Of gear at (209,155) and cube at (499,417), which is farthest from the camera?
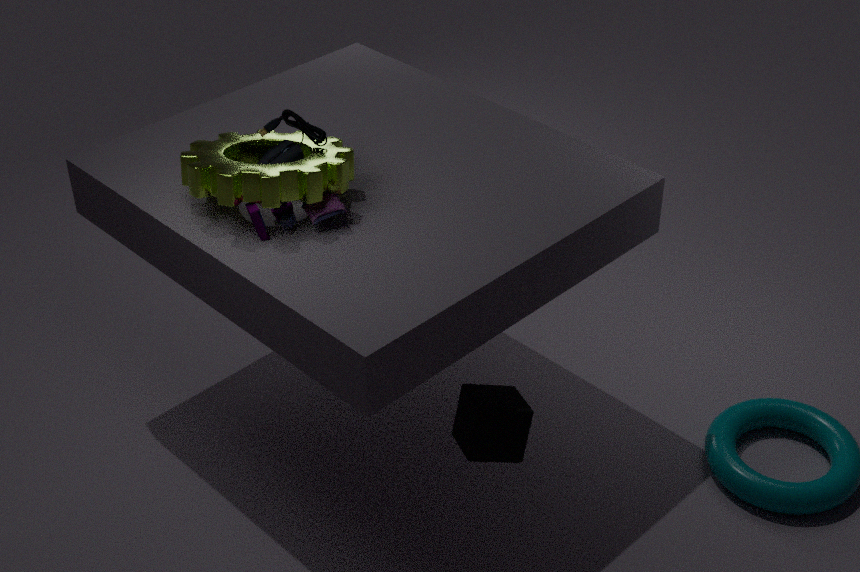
A: gear at (209,155)
